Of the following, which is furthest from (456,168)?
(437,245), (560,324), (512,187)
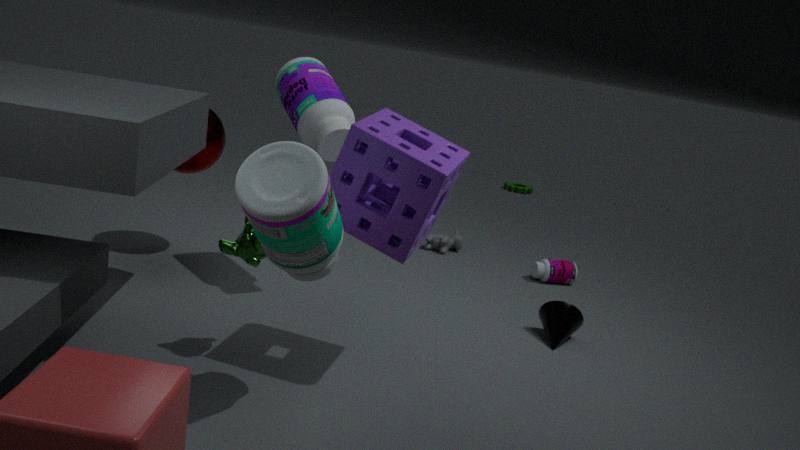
(512,187)
